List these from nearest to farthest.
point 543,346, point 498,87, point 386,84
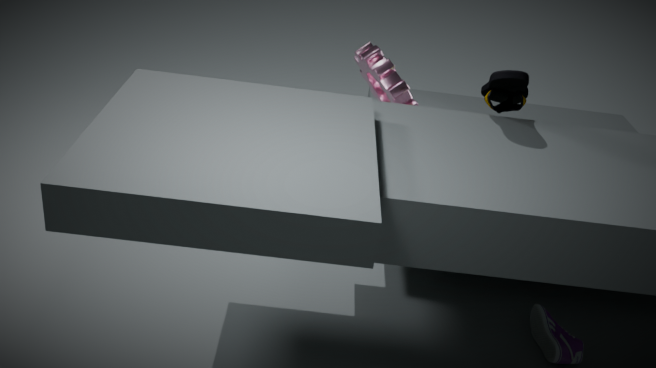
point 498,87, point 543,346, point 386,84
